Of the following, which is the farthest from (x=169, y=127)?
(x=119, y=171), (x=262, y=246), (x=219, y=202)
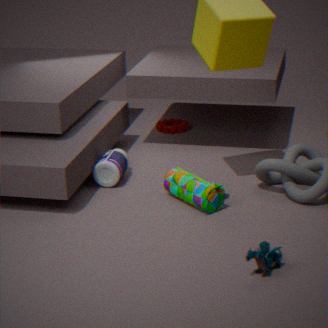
(x=262, y=246)
